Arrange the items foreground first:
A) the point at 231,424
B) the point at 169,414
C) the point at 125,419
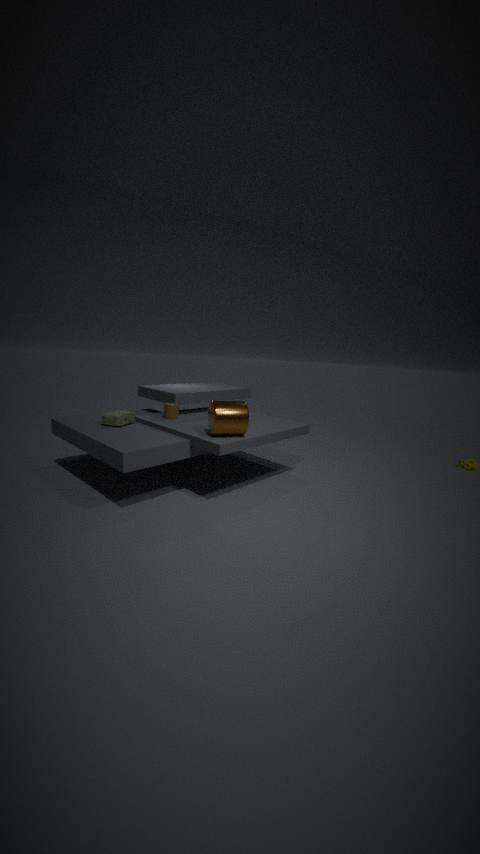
1. the point at 231,424
2. the point at 125,419
3. the point at 169,414
